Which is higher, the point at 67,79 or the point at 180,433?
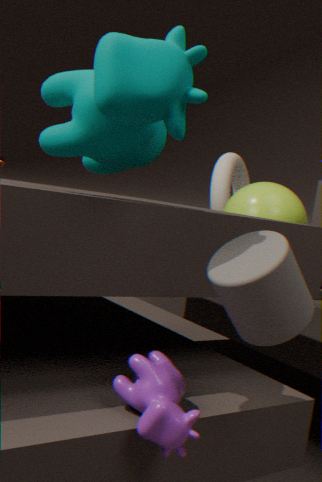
the point at 67,79
